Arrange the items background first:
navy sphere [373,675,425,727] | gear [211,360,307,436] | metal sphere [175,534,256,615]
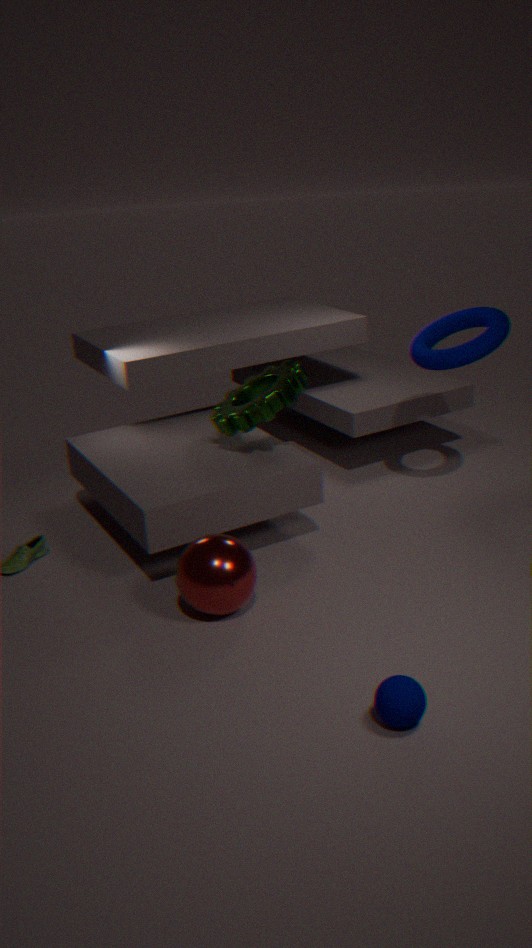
gear [211,360,307,436], metal sphere [175,534,256,615], navy sphere [373,675,425,727]
